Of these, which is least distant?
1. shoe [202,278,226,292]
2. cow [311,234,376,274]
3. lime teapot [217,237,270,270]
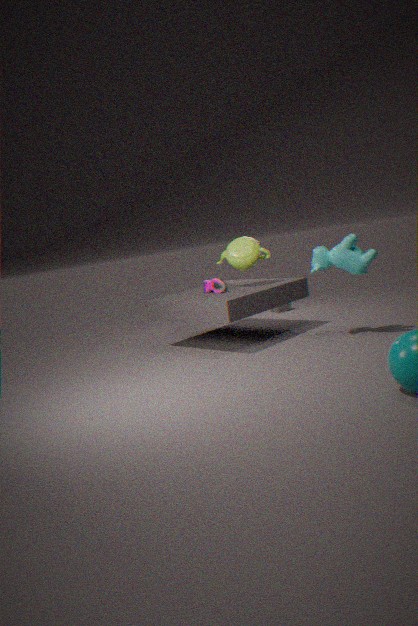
cow [311,234,376,274]
